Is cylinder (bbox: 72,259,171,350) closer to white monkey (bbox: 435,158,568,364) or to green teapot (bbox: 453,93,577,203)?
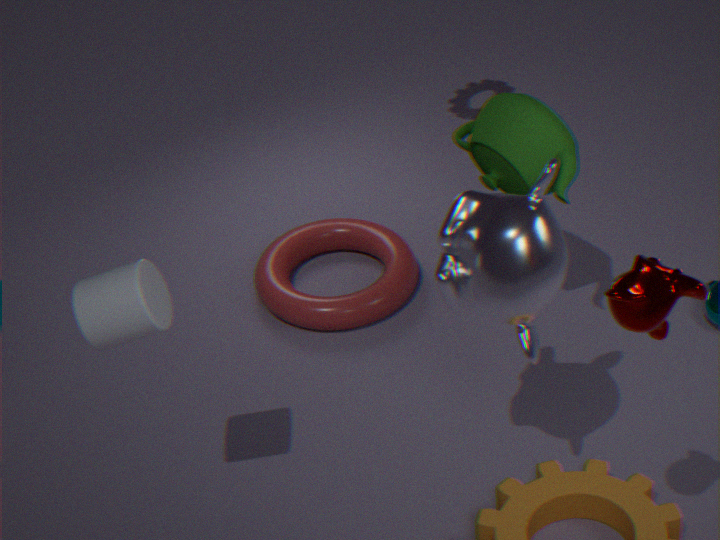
white monkey (bbox: 435,158,568,364)
